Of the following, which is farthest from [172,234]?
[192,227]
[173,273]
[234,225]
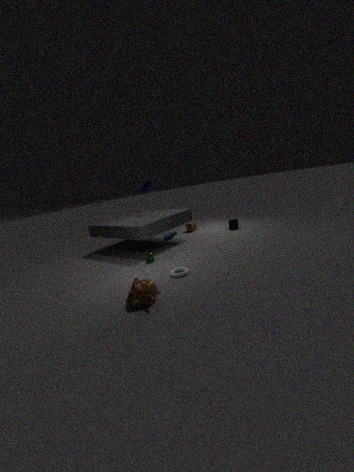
[192,227]
